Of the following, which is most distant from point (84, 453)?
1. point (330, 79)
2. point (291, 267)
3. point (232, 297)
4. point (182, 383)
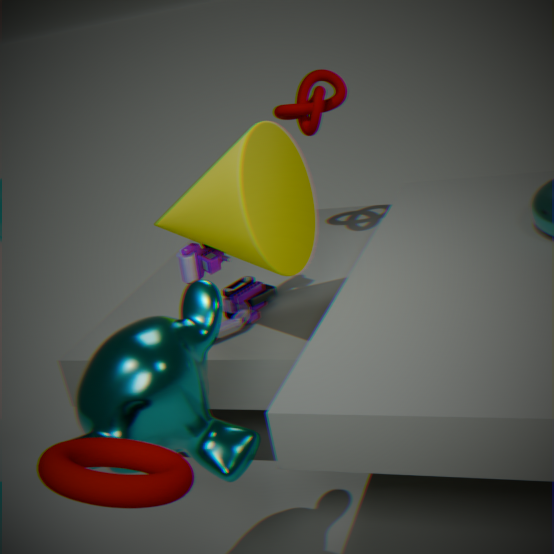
point (330, 79)
